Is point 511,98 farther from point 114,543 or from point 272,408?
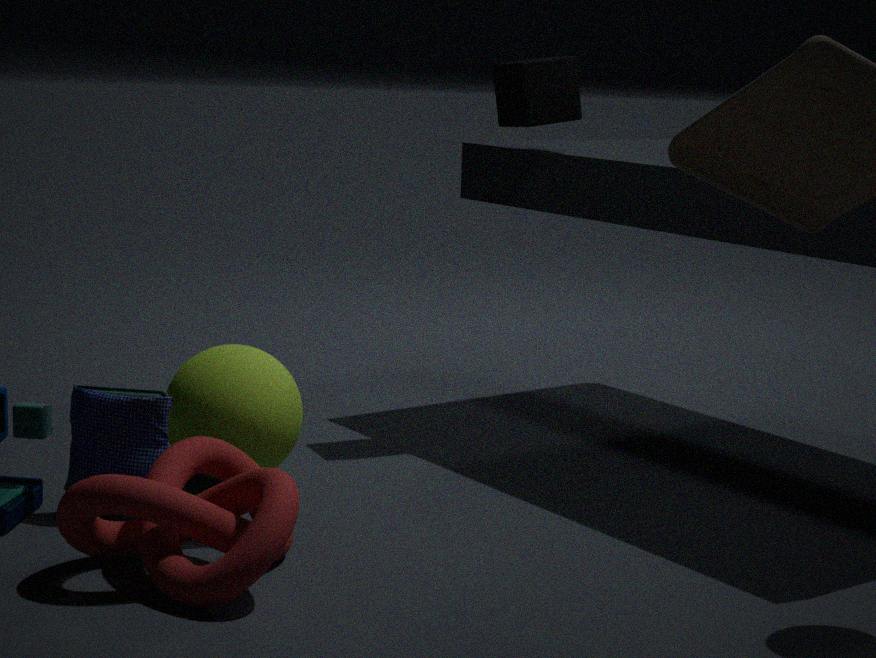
point 114,543
